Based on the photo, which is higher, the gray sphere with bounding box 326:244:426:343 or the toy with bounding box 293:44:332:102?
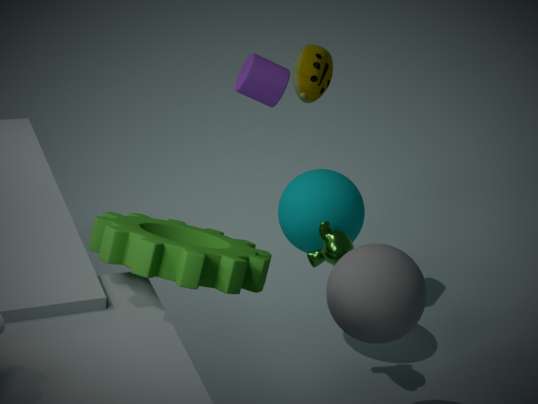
the toy with bounding box 293:44:332:102
